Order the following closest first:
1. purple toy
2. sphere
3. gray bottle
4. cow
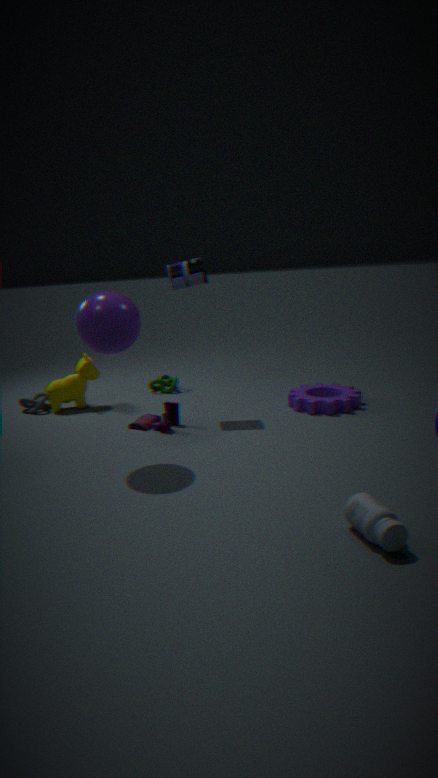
gray bottle, sphere, purple toy, cow
